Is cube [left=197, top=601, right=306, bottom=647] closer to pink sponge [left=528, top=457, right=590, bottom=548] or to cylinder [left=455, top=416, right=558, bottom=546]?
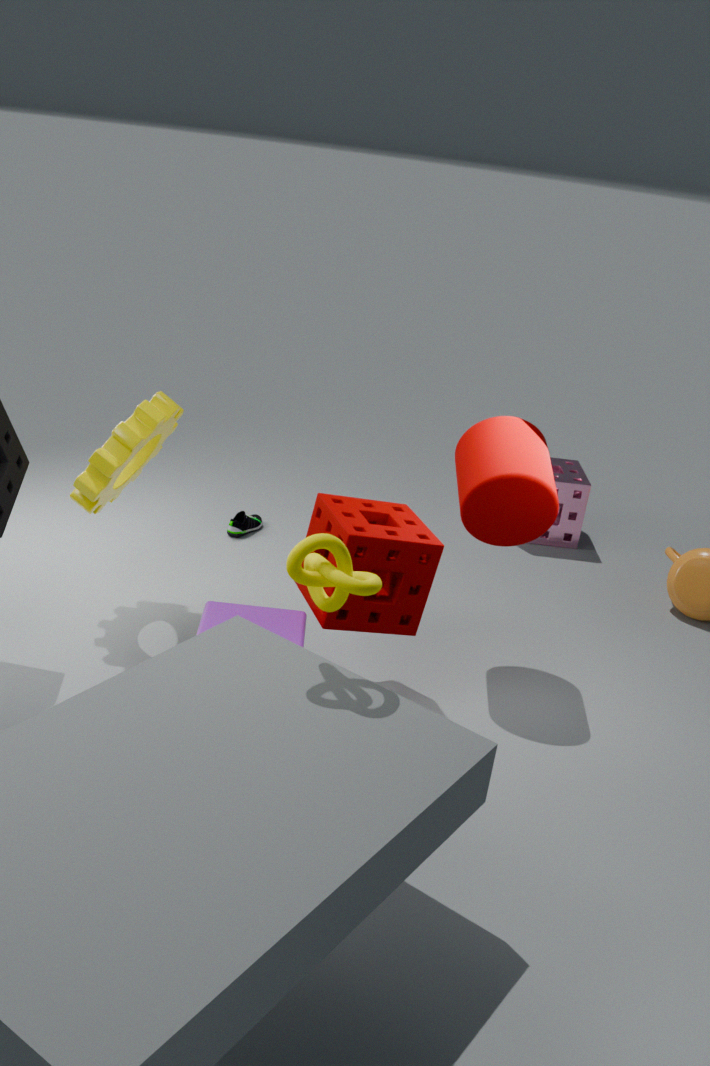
cylinder [left=455, top=416, right=558, bottom=546]
